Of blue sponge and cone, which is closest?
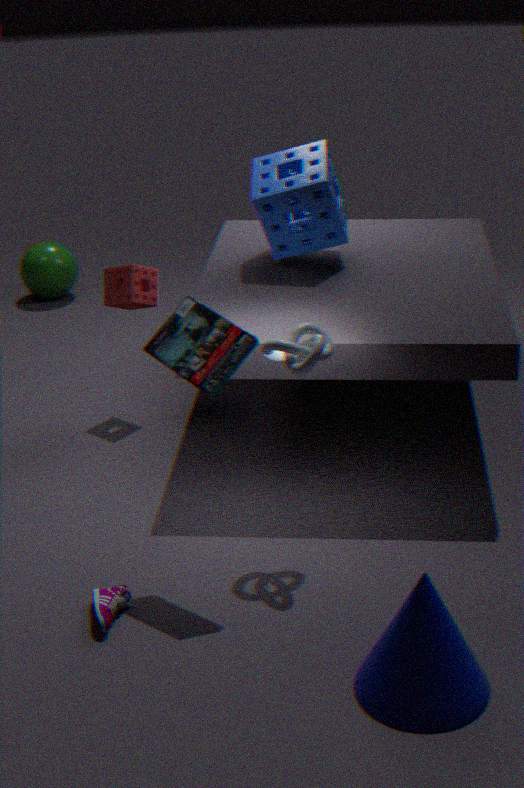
cone
